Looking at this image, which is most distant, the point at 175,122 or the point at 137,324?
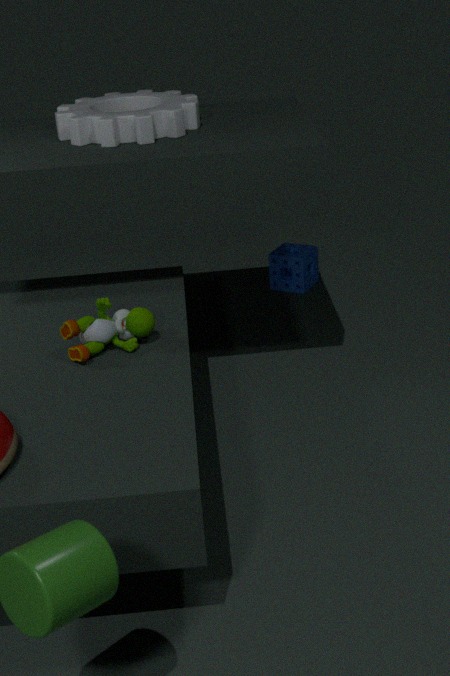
the point at 175,122
